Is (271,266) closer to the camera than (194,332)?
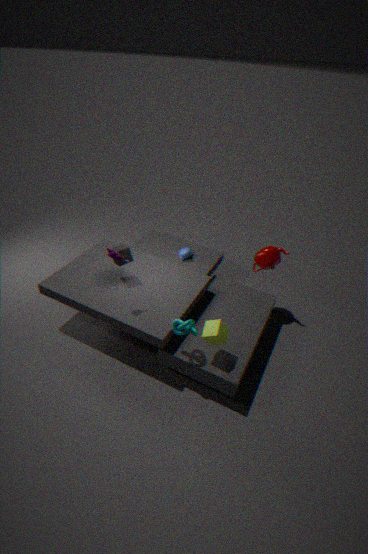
No
